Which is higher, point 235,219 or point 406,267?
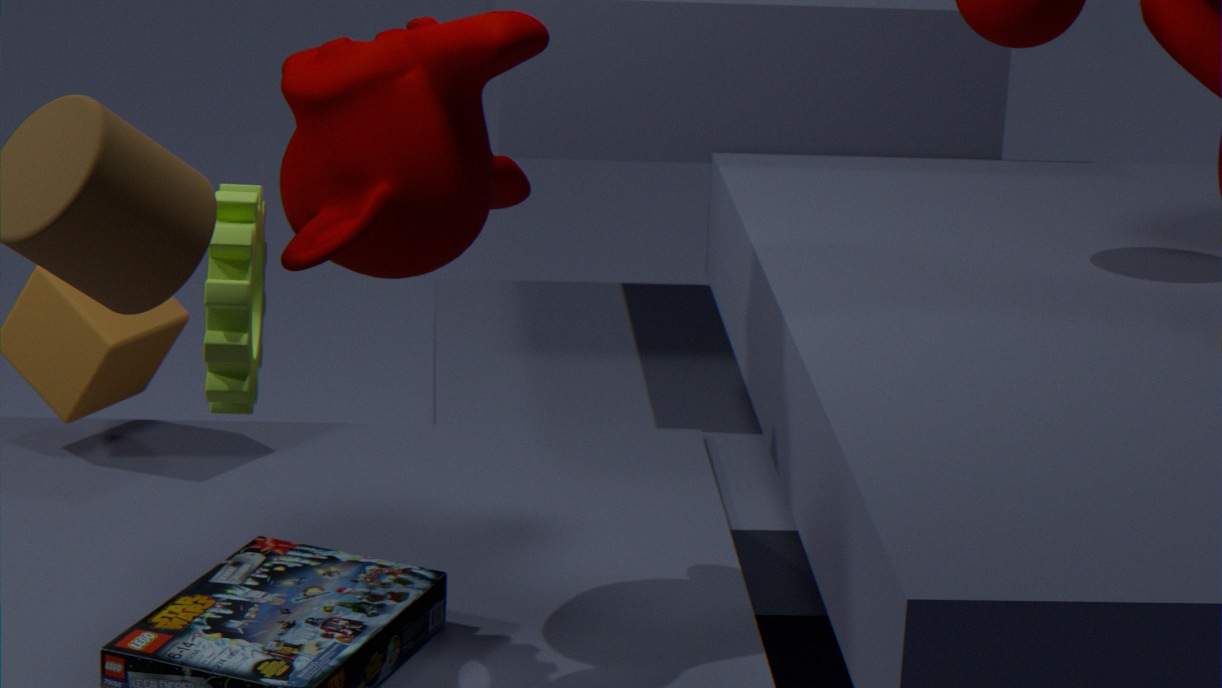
point 406,267
